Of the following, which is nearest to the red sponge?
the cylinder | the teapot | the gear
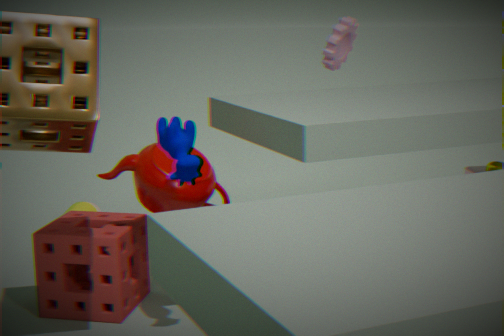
the teapot
